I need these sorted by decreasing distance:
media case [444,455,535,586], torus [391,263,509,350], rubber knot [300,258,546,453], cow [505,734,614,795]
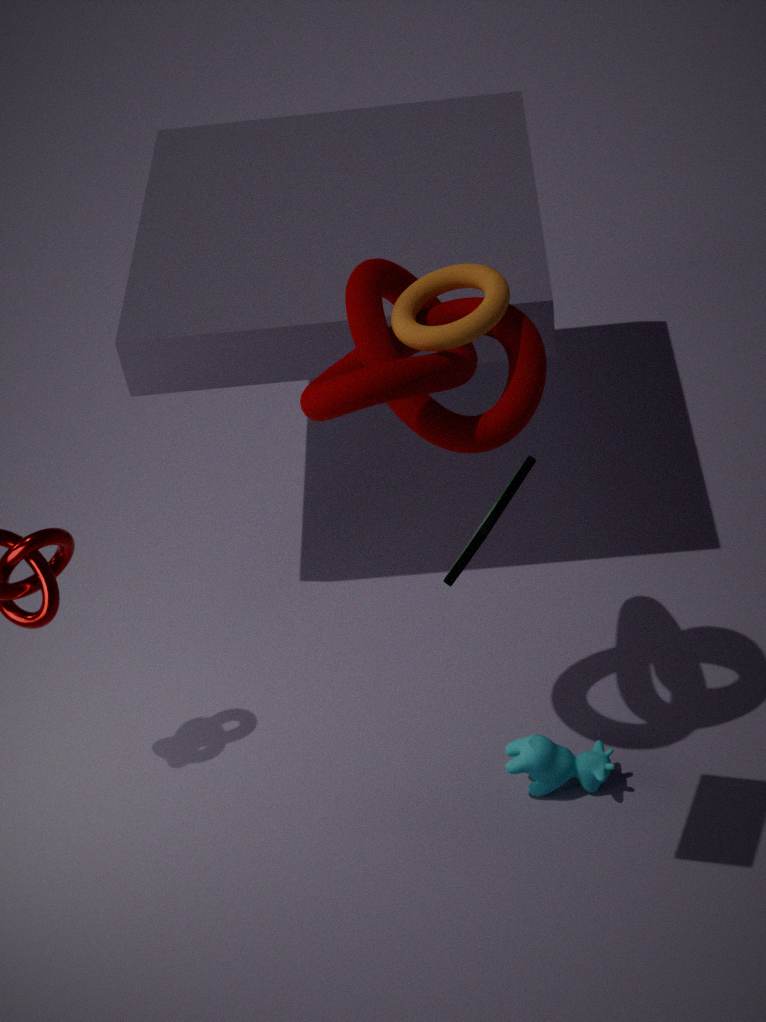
cow [505,734,614,795], torus [391,263,509,350], rubber knot [300,258,546,453], media case [444,455,535,586]
